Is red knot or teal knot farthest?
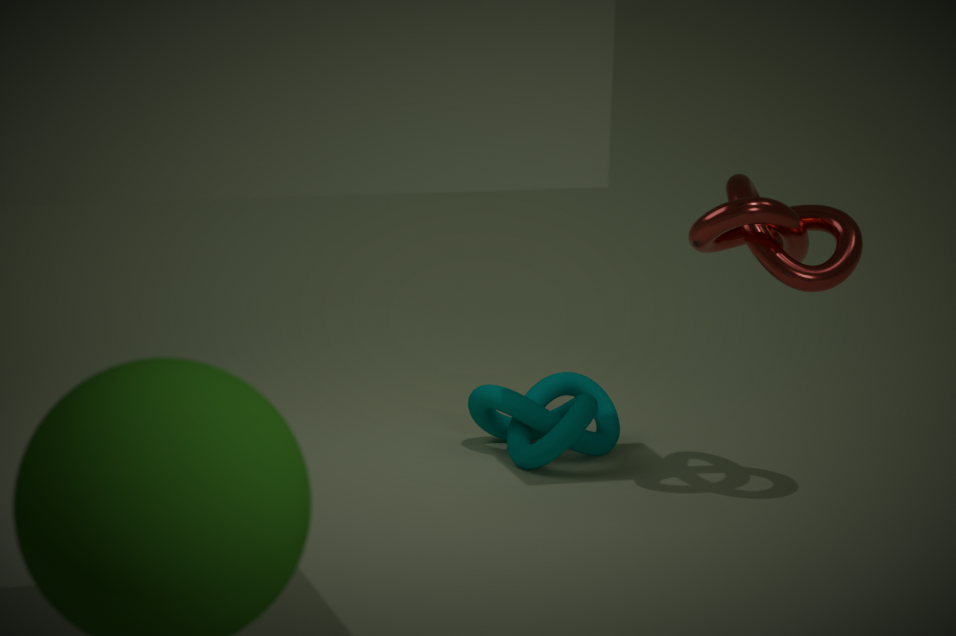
teal knot
